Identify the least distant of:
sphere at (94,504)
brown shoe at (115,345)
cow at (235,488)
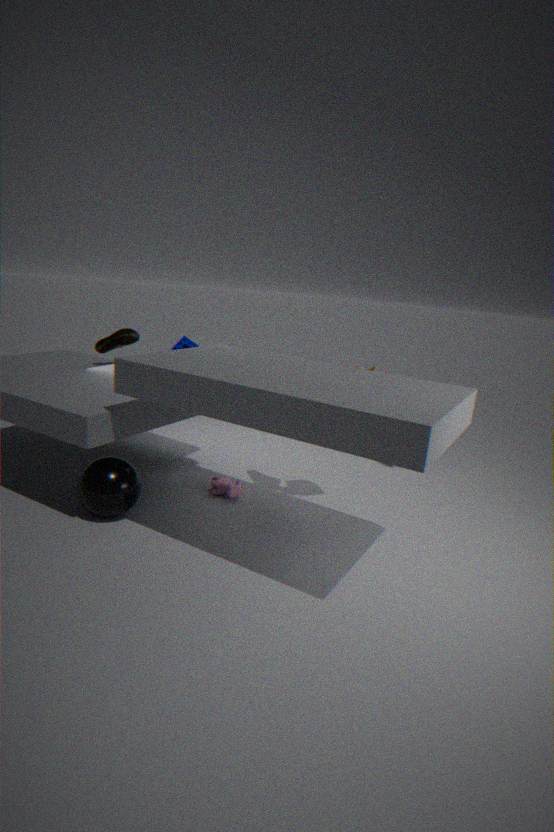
sphere at (94,504)
